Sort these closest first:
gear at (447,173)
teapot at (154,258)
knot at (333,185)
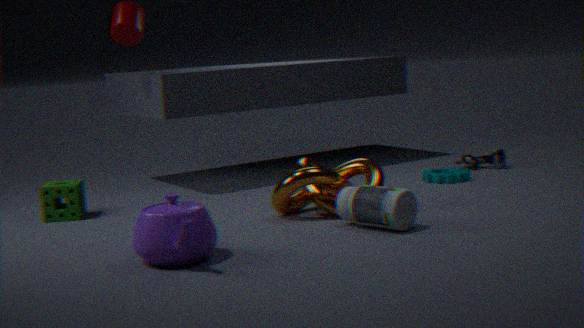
teapot at (154,258)
knot at (333,185)
gear at (447,173)
